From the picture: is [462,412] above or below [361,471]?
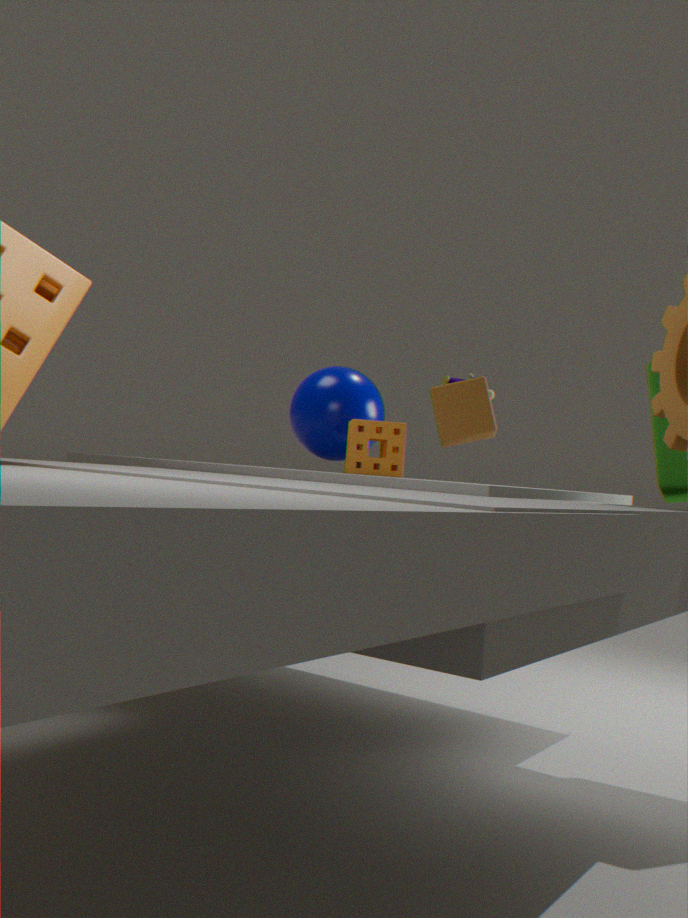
above
